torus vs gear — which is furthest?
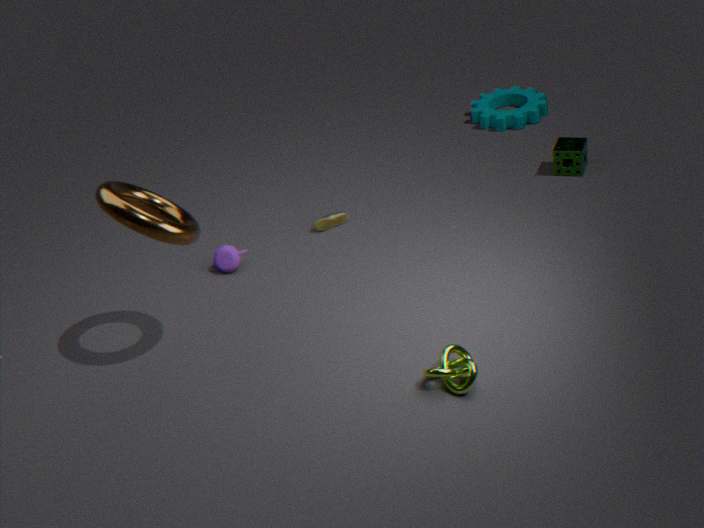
gear
